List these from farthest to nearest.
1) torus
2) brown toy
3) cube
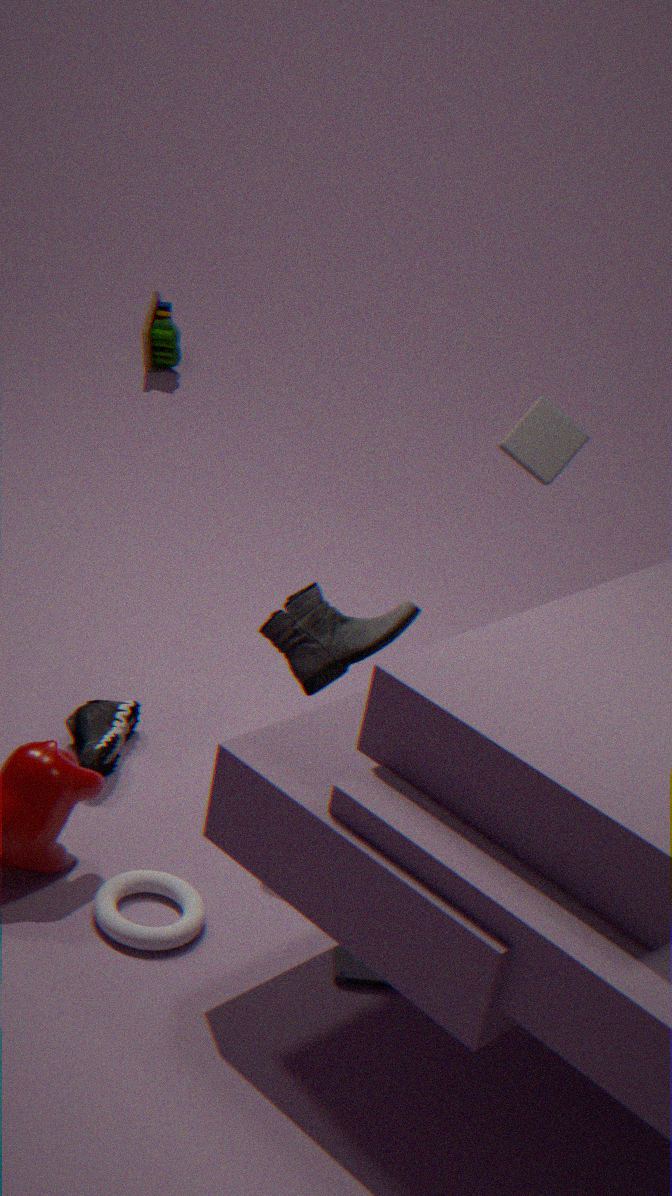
2. brown toy < 3. cube < 1. torus
